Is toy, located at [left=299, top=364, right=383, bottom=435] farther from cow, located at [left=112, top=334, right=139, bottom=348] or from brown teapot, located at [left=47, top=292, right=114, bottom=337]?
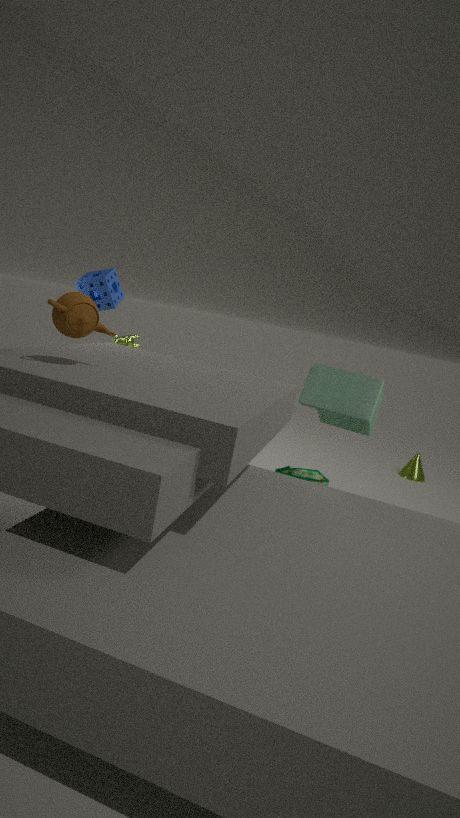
cow, located at [left=112, top=334, right=139, bottom=348]
